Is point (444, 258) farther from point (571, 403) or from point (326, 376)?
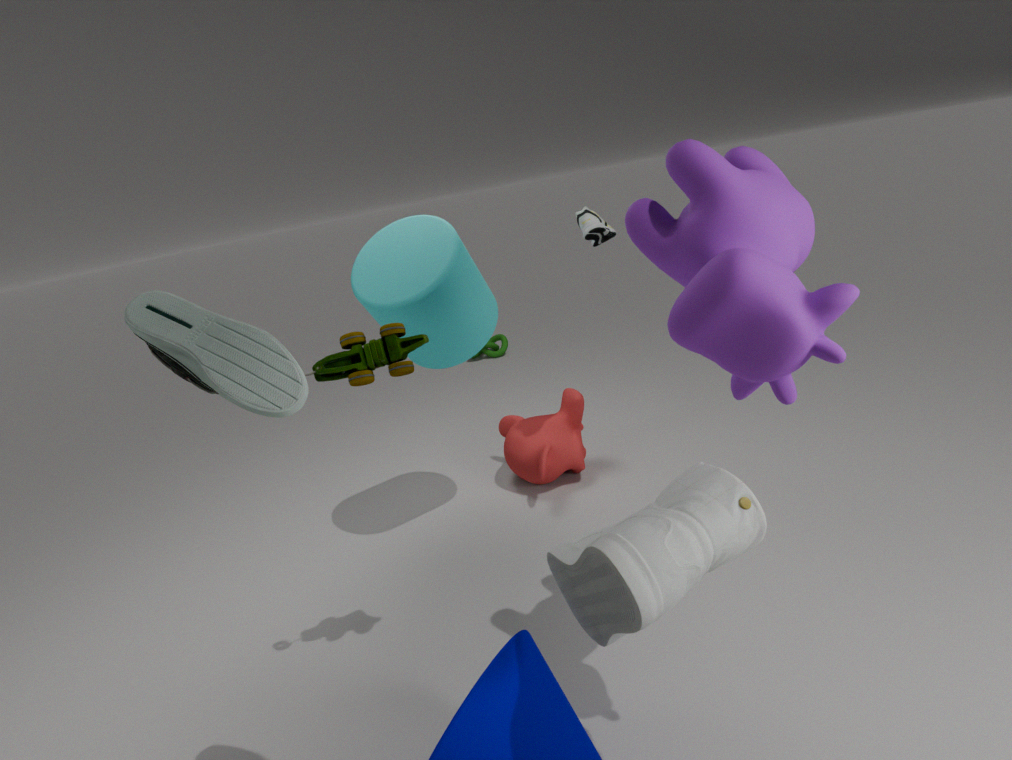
point (571, 403)
